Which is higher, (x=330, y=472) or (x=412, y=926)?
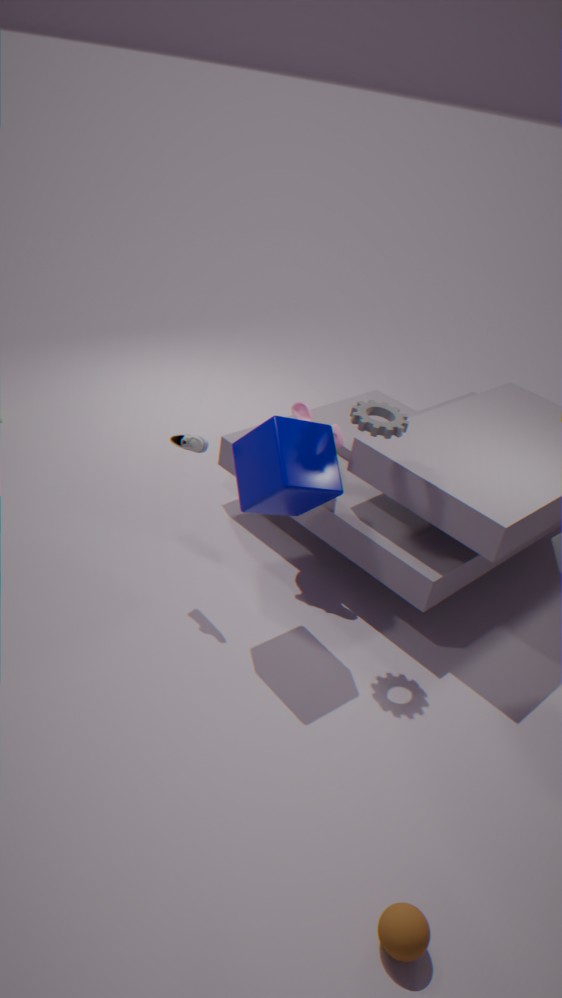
(x=330, y=472)
